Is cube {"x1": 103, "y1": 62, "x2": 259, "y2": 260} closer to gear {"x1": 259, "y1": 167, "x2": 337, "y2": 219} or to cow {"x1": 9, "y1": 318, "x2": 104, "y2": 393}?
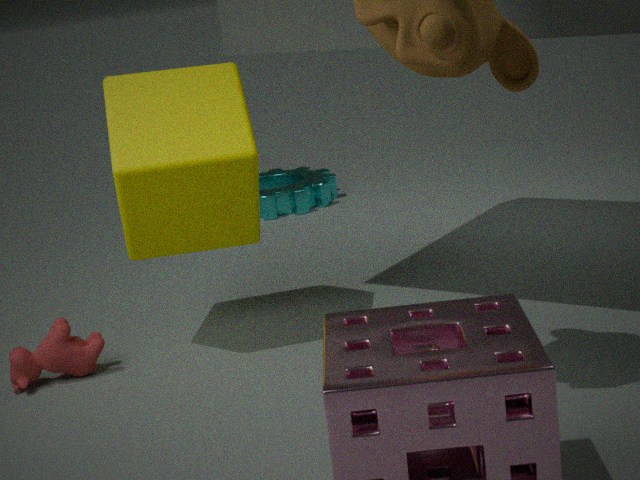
cow {"x1": 9, "y1": 318, "x2": 104, "y2": 393}
